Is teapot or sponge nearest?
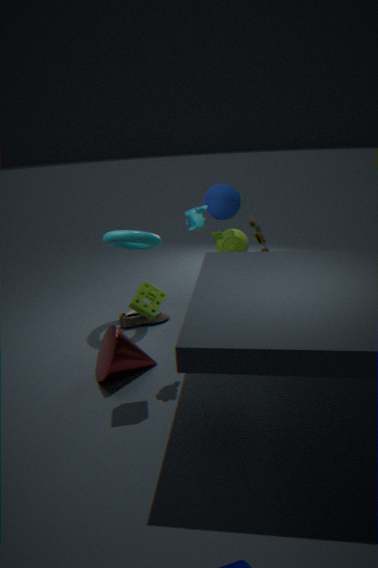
sponge
